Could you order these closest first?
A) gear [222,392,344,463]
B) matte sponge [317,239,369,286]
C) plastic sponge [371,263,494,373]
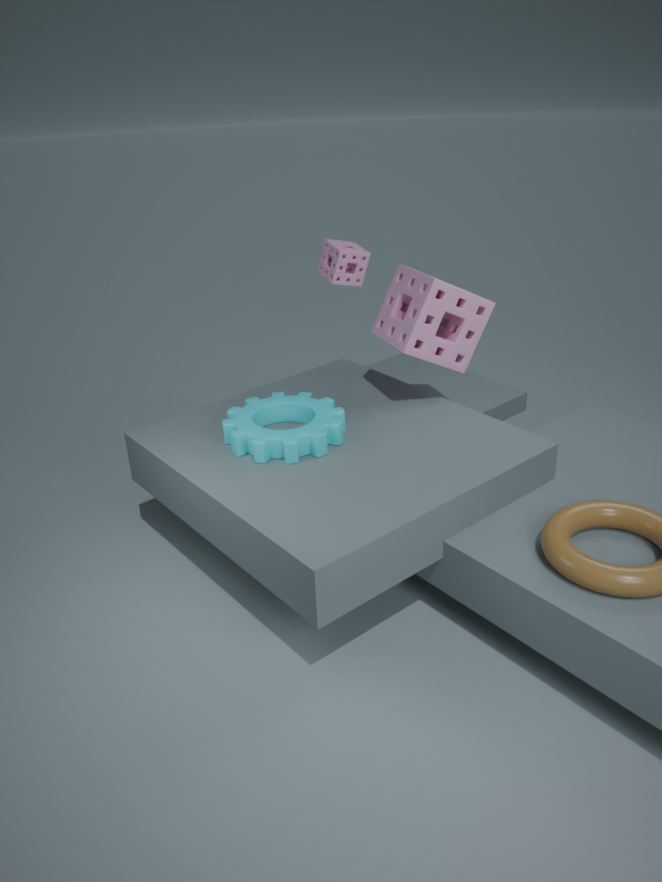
gear [222,392,344,463]
plastic sponge [371,263,494,373]
matte sponge [317,239,369,286]
